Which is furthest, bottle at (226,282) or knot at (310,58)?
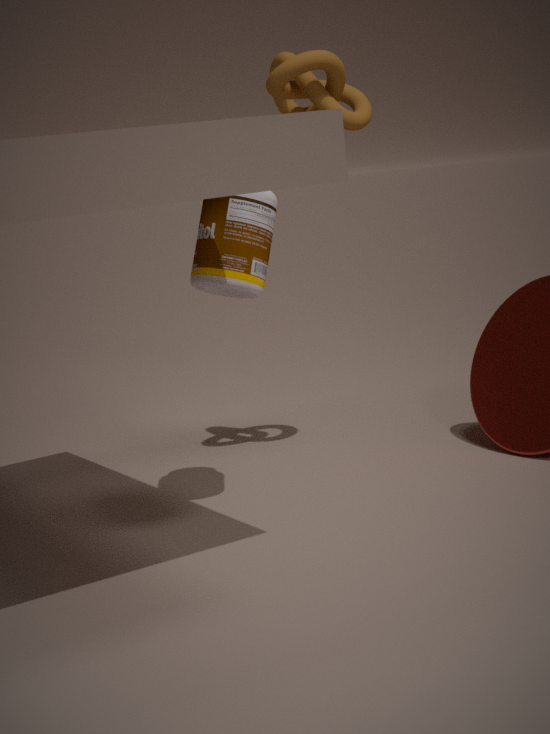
knot at (310,58)
